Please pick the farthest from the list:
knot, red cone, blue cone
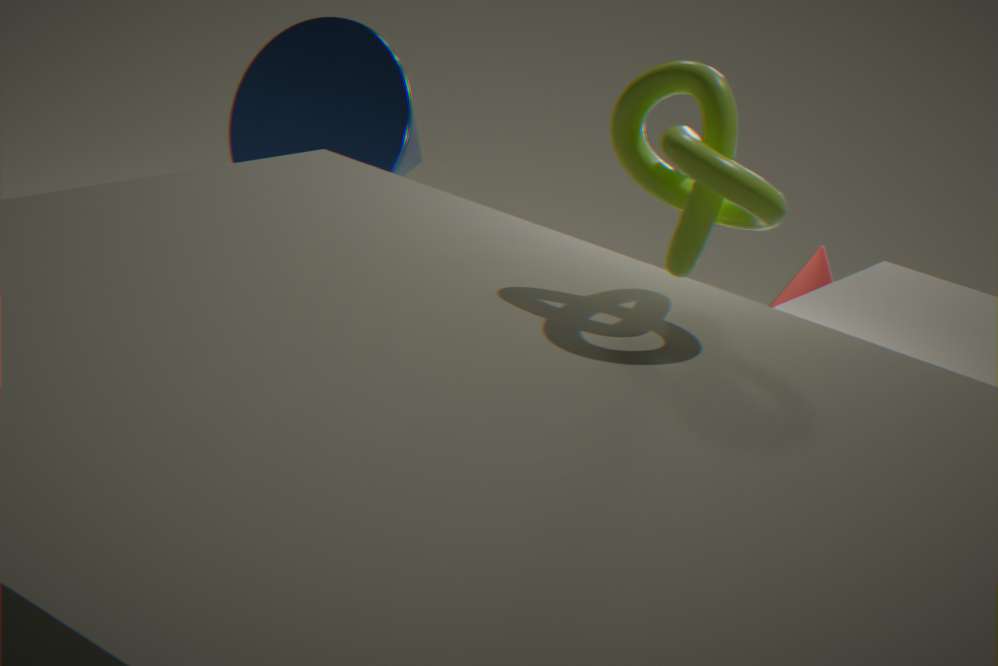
red cone
